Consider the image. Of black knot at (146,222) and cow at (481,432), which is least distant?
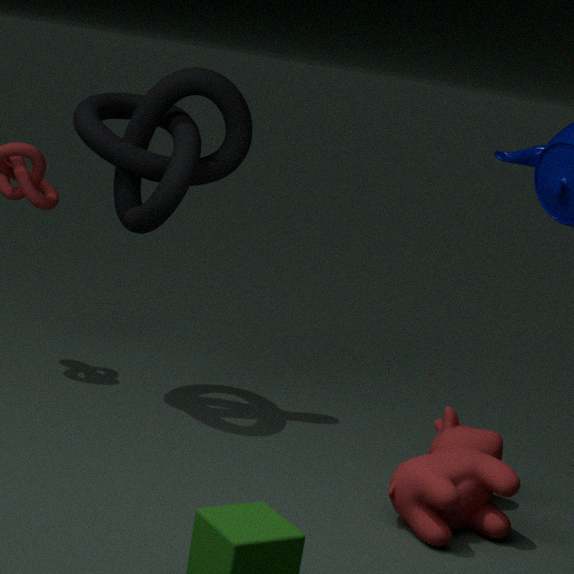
cow at (481,432)
